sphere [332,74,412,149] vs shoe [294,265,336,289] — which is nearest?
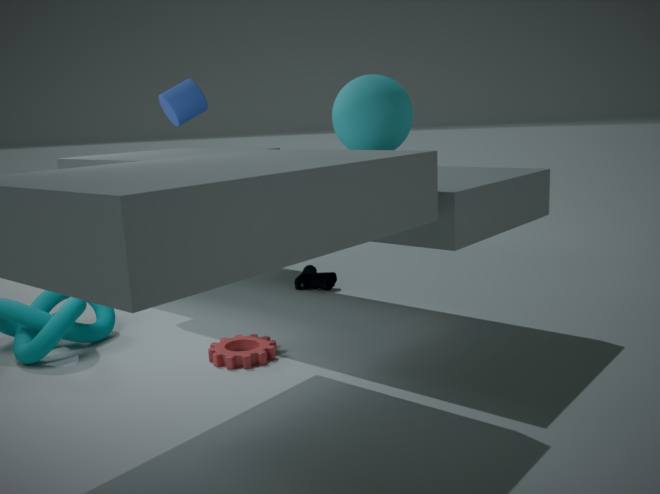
sphere [332,74,412,149]
